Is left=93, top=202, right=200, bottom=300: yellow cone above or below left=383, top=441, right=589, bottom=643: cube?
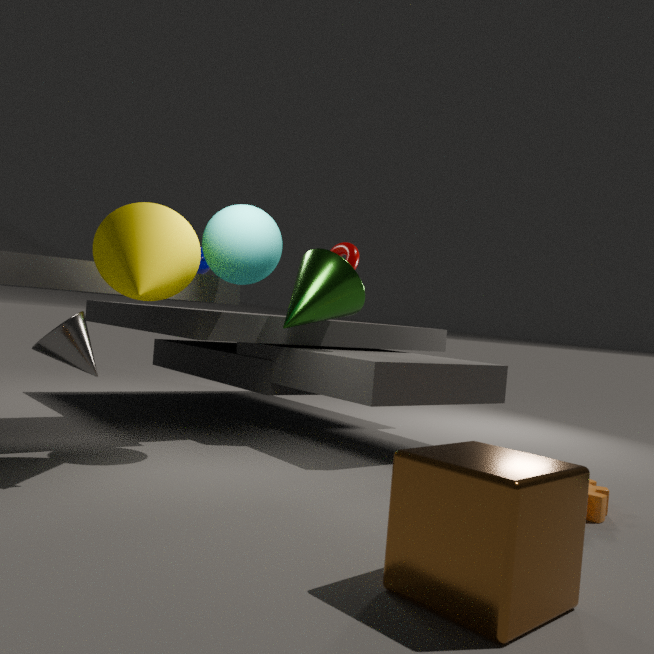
above
